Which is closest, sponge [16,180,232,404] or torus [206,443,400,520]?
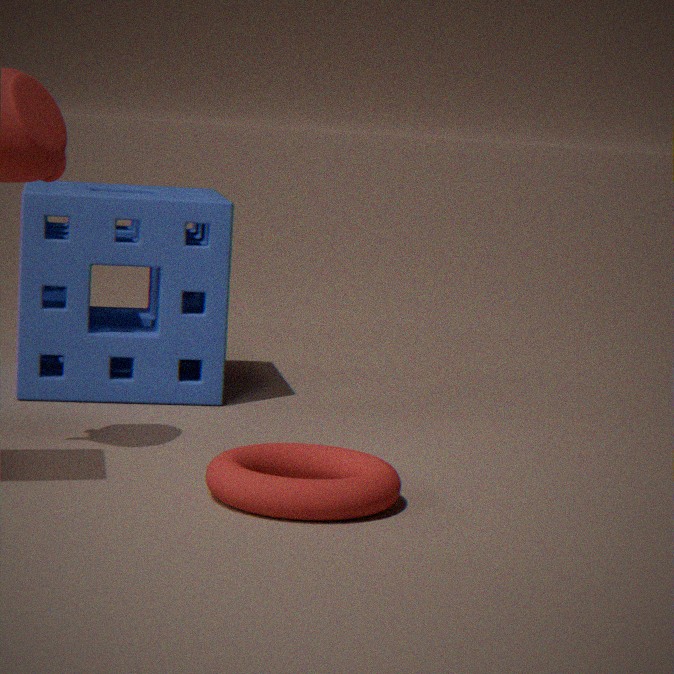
torus [206,443,400,520]
